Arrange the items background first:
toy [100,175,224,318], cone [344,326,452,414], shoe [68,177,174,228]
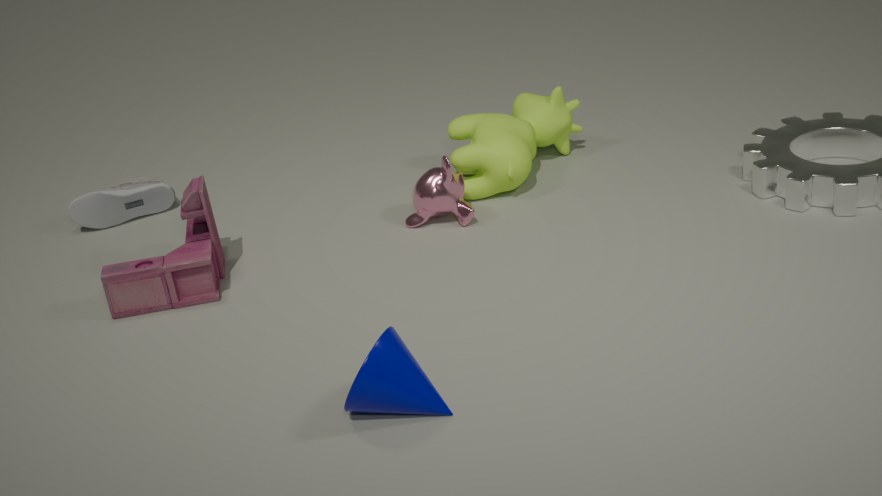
shoe [68,177,174,228] → toy [100,175,224,318] → cone [344,326,452,414]
